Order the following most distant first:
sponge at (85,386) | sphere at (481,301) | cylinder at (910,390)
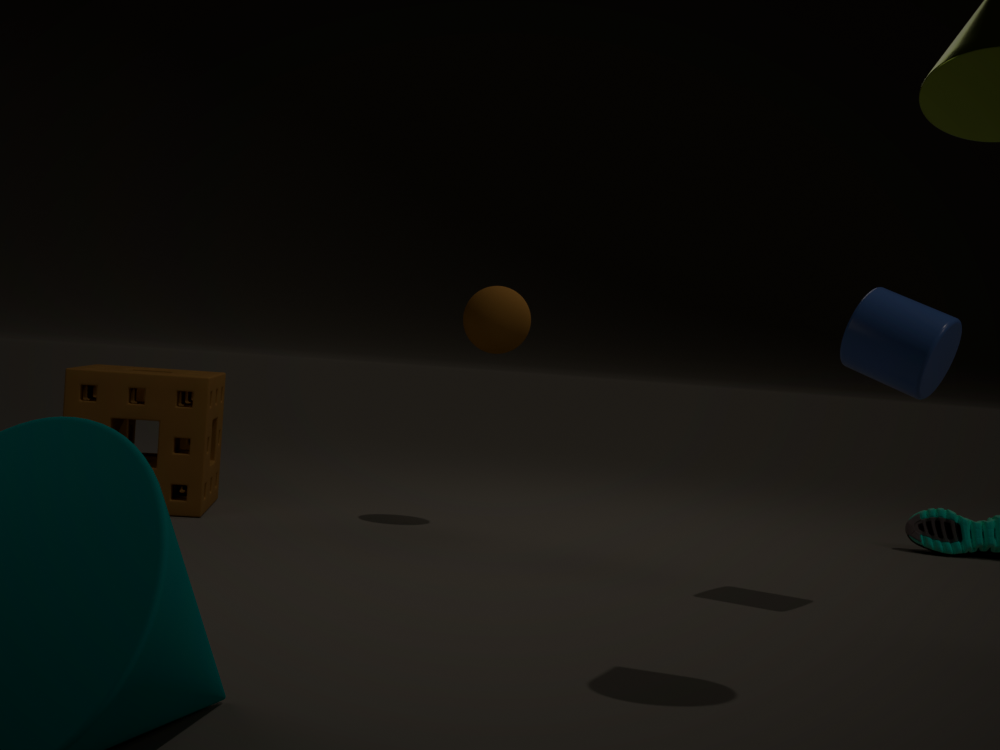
sphere at (481,301), sponge at (85,386), cylinder at (910,390)
